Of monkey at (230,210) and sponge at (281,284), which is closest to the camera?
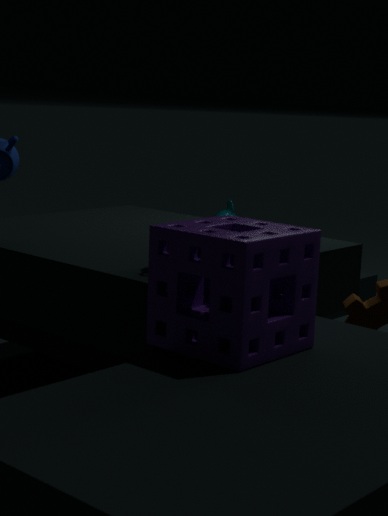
sponge at (281,284)
